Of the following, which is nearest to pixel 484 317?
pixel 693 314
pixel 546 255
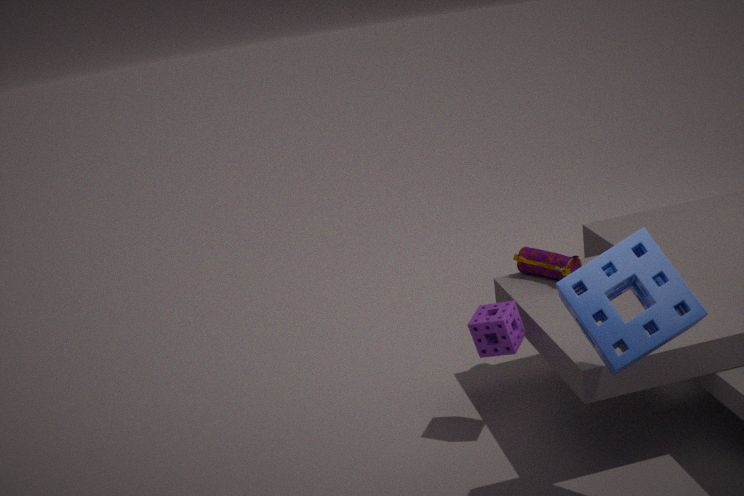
pixel 546 255
